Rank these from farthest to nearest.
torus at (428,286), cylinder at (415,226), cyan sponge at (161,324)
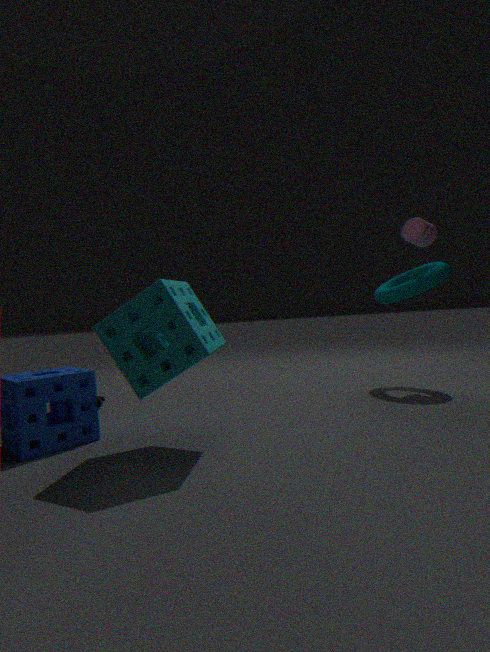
cylinder at (415,226)
torus at (428,286)
cyan sponge at (161,324)
